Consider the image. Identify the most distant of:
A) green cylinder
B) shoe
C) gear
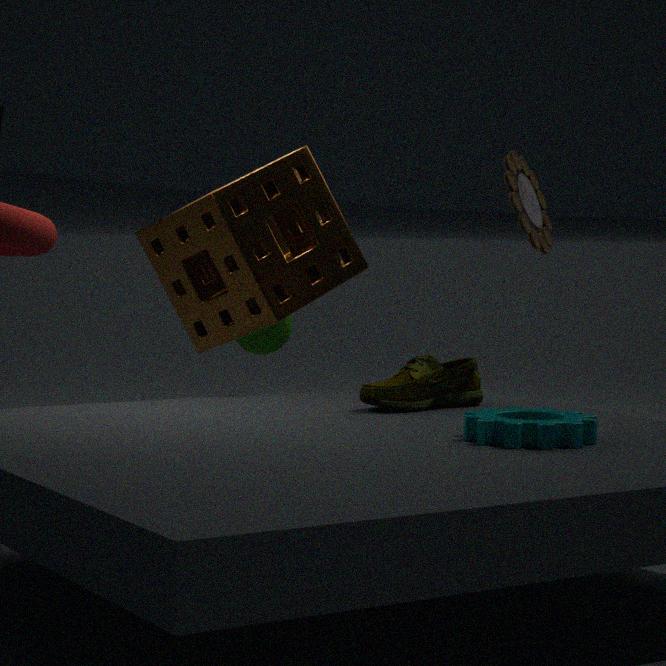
green cylinder
